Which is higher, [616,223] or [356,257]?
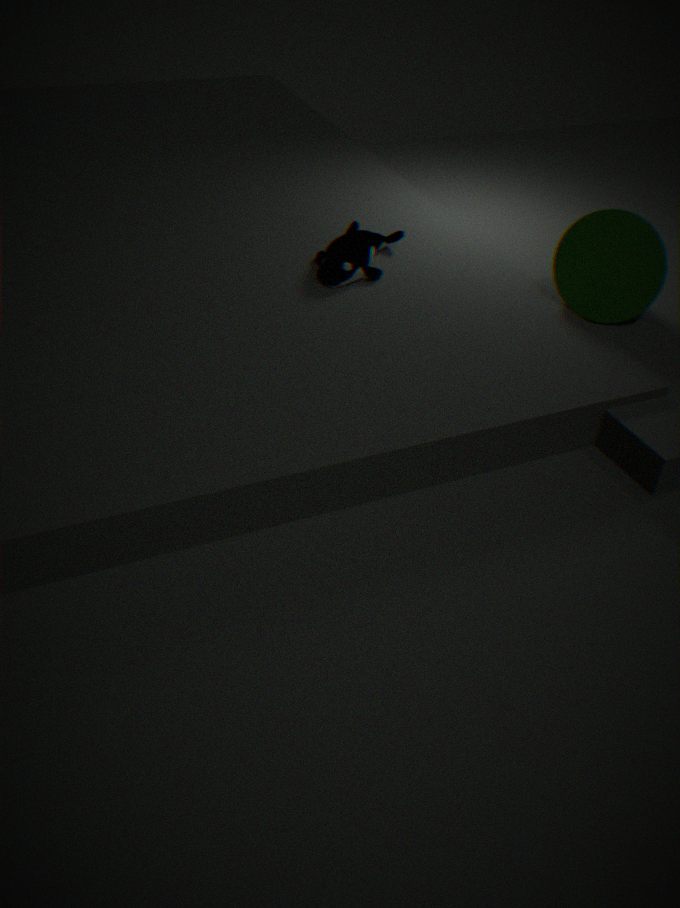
[616,223]
